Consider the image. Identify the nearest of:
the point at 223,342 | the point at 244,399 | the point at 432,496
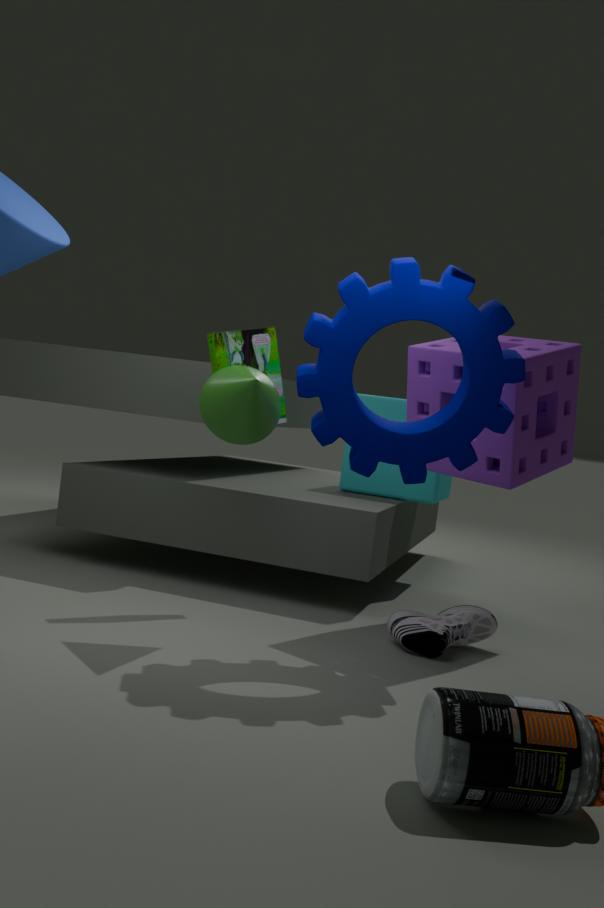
the point at 244,399
